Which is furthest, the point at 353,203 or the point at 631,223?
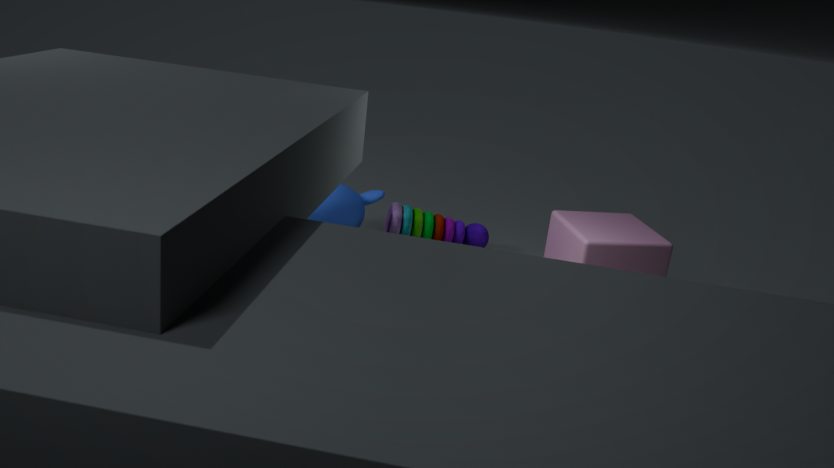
the point at 353,203
